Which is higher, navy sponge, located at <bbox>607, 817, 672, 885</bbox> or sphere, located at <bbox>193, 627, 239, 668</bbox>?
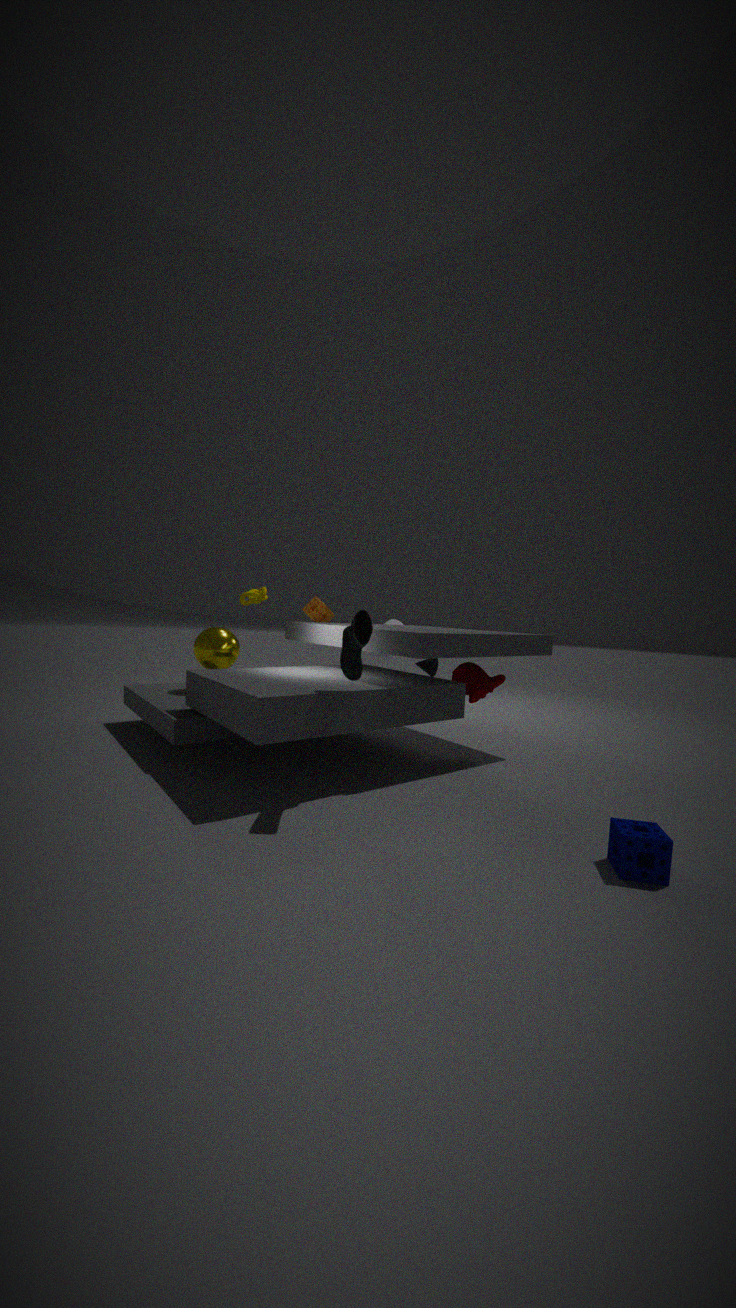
sphere, located at <bbox>193, 627, 239, 668</bbox>
